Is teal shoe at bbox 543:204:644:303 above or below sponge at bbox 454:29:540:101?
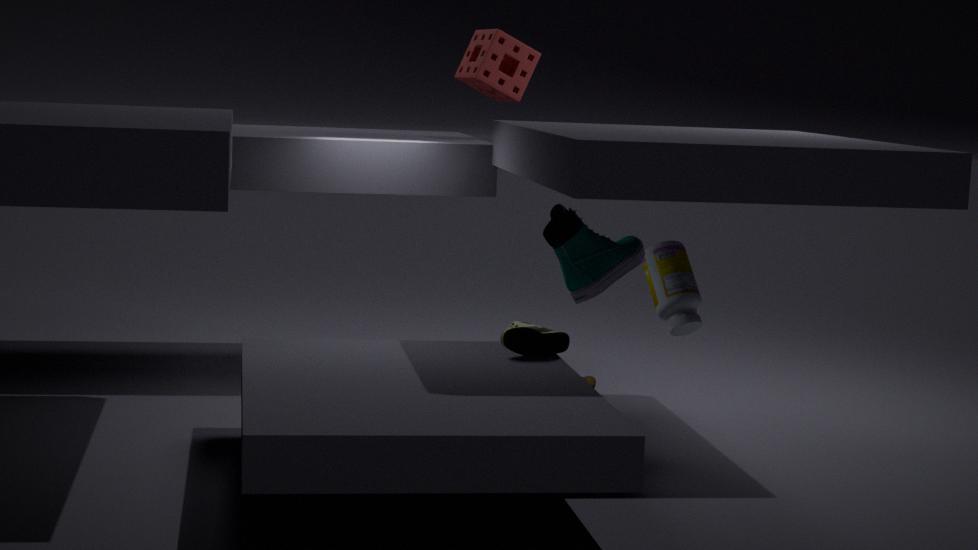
below
